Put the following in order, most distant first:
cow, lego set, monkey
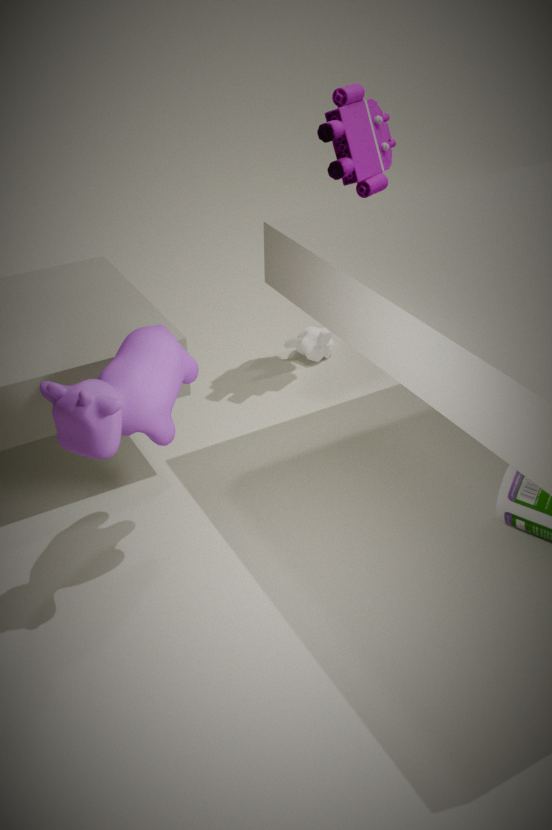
monkey < lego set < cow
